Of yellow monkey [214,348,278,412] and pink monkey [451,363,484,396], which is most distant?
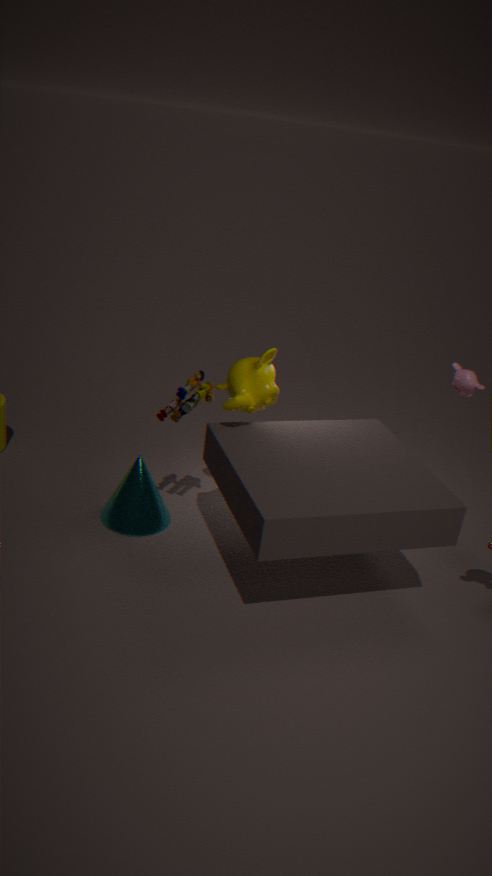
pink monkey [451,363,484,396]
